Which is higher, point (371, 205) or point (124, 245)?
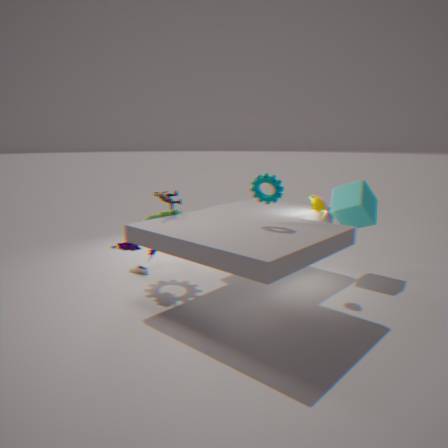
point (371, 205)
